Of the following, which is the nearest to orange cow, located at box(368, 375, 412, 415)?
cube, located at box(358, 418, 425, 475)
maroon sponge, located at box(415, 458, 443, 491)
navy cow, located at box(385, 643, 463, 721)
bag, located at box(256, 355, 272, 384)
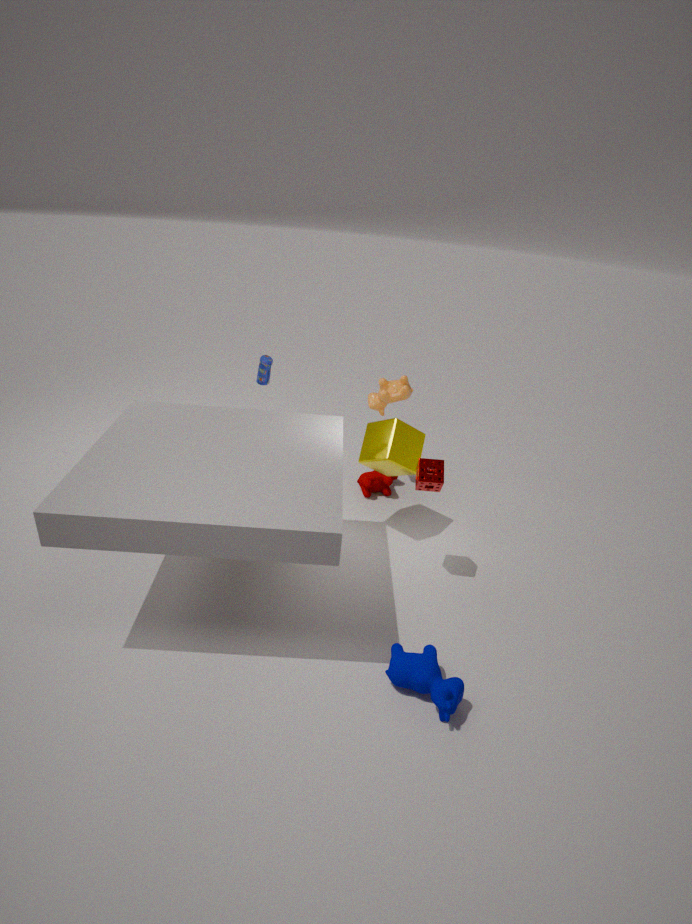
cube, located at box(358, 418, 425, 475)
